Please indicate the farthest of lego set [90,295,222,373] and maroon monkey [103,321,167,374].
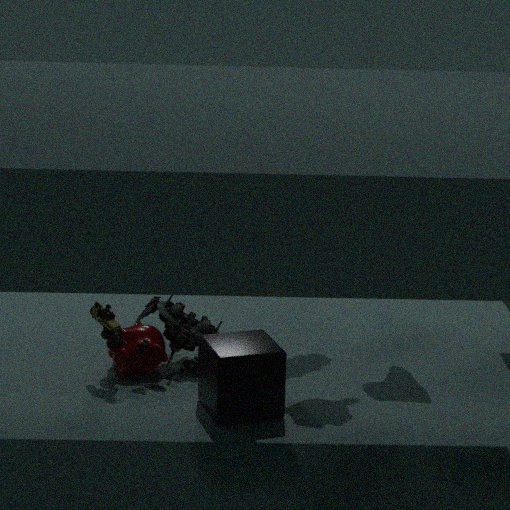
maroon monkey [103,321,167,374]
